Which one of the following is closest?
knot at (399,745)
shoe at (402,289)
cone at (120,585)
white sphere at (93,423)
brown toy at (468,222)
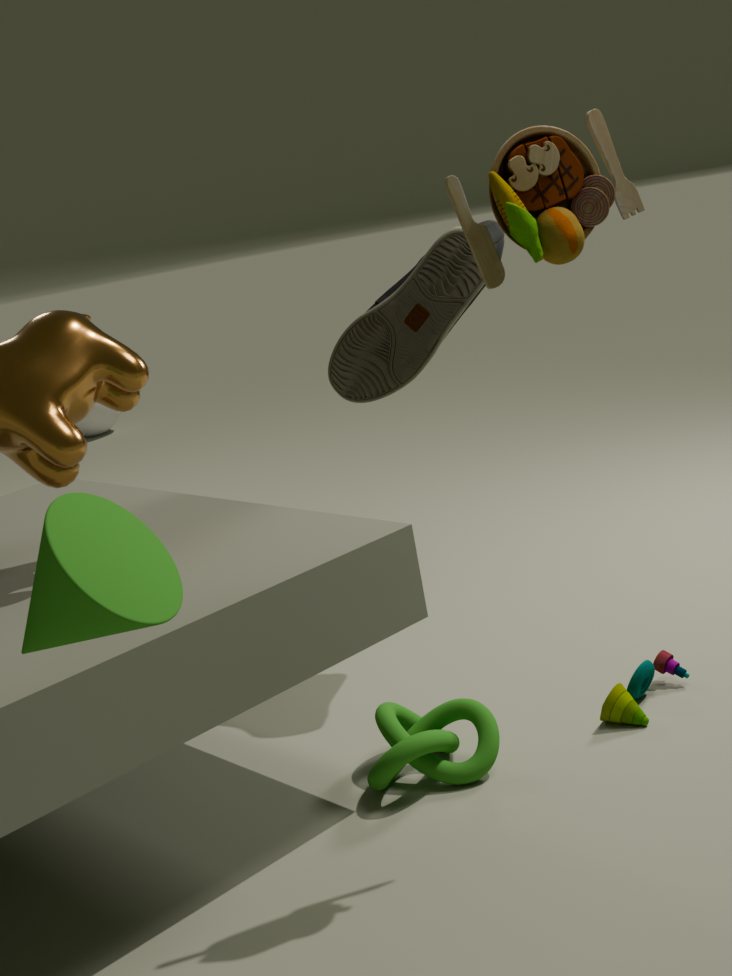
cone at (120,585)
